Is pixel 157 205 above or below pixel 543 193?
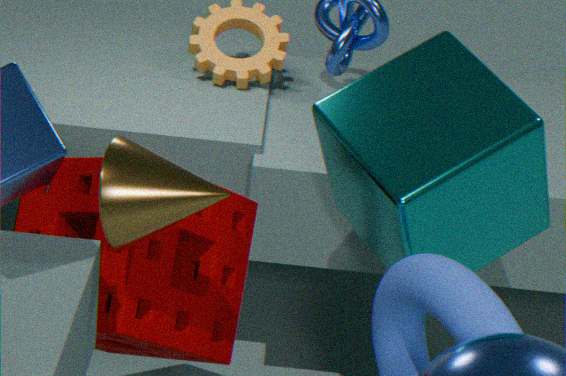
above
